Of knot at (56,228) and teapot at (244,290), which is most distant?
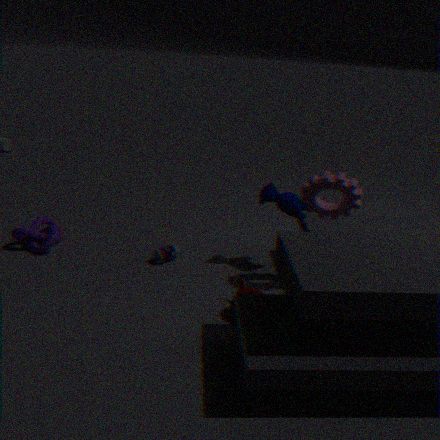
knot at (56,228)
